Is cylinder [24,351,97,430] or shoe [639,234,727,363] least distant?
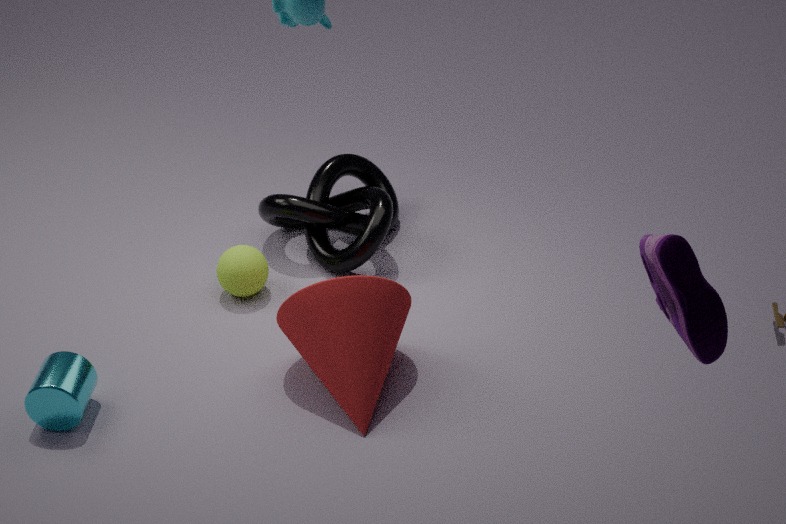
shoe [639,234,727,363]
